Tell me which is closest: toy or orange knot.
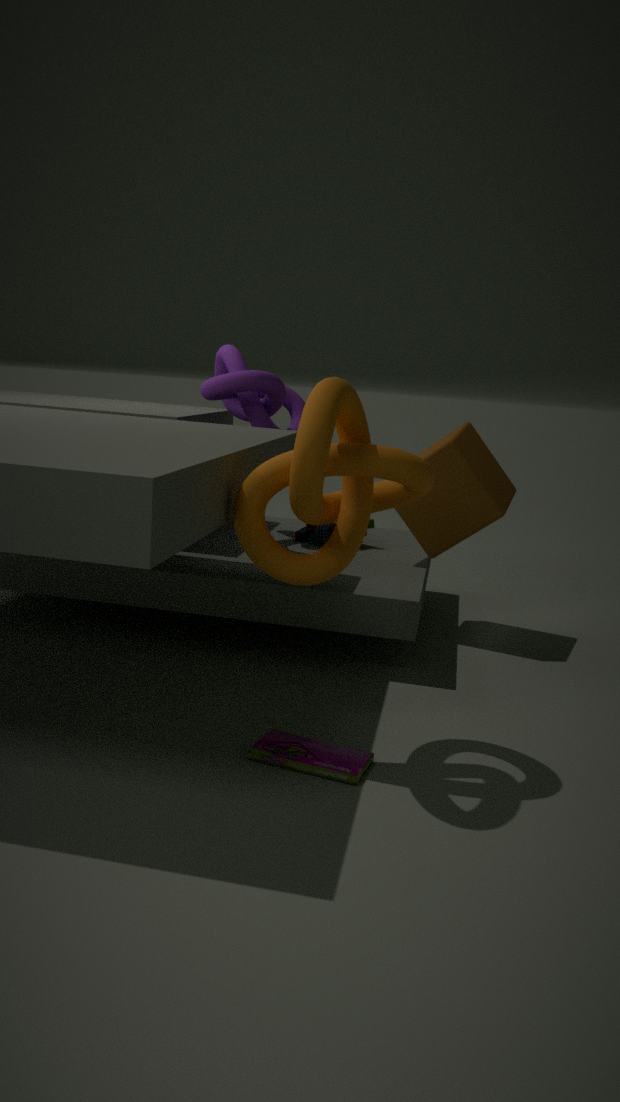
orange knot
